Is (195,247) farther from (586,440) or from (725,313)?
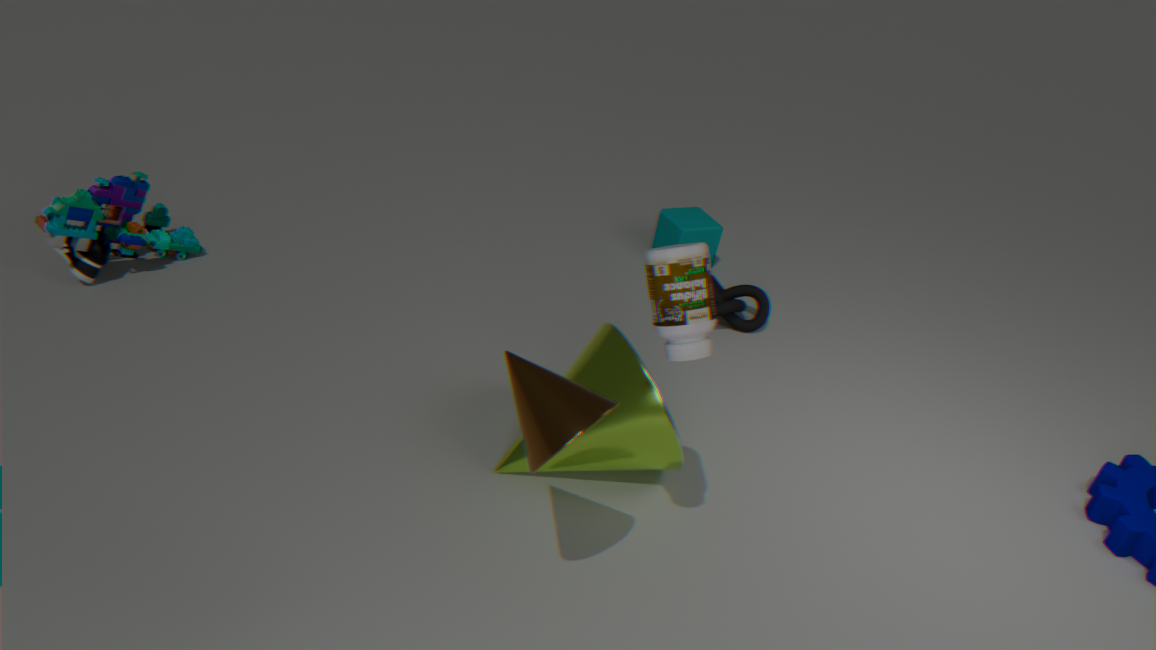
(725,313)
